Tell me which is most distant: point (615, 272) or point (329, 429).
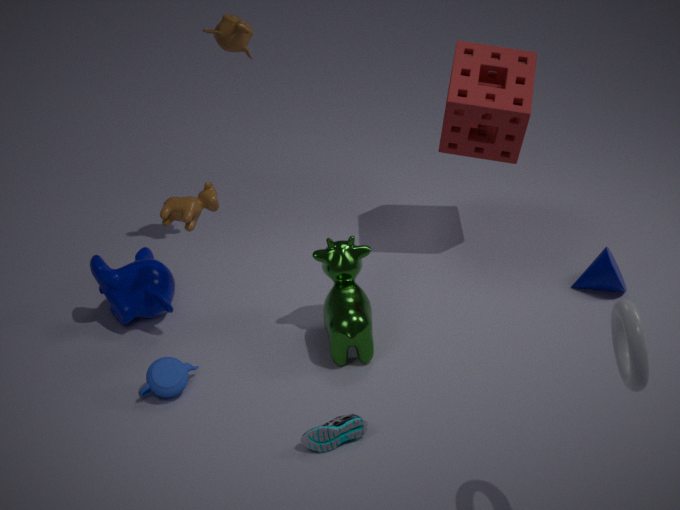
point (615, 272)
